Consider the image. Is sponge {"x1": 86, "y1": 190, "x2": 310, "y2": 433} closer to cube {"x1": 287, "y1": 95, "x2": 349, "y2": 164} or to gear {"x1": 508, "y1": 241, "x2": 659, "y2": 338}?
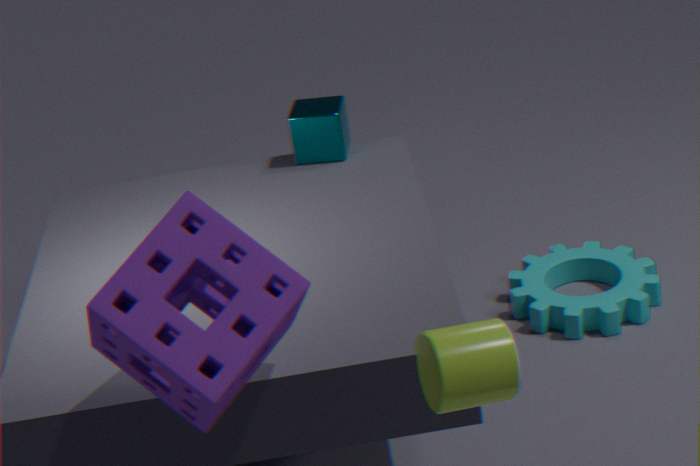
cube {"x1": 287, "y1": 95, "x2": 349, "y2": 164}
